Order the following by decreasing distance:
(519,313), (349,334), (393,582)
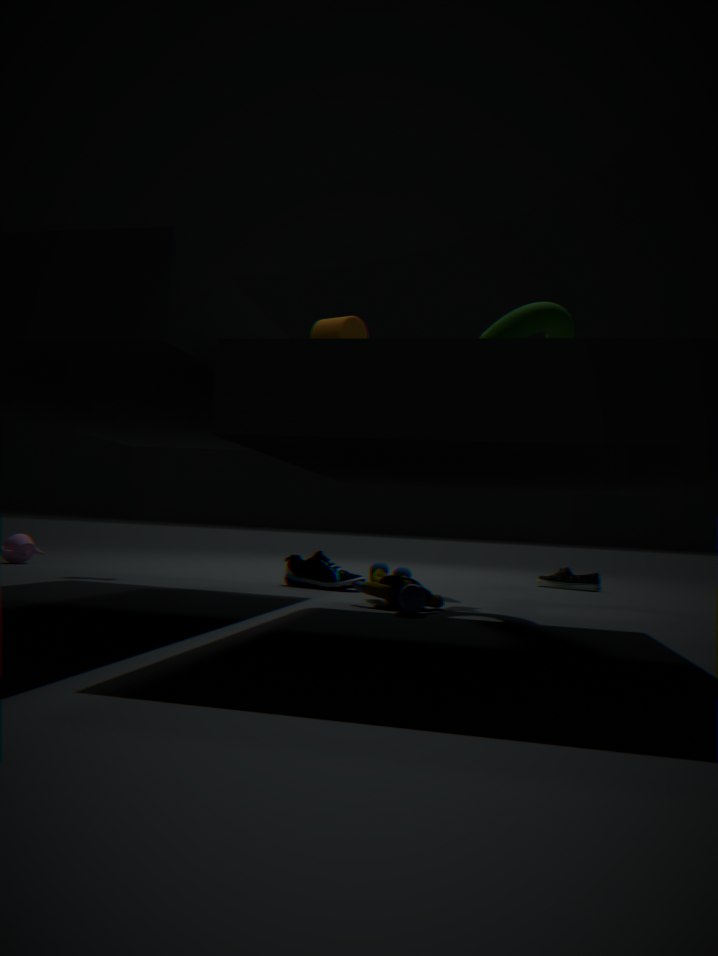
(349,334)
(393,582)
(519,313)
